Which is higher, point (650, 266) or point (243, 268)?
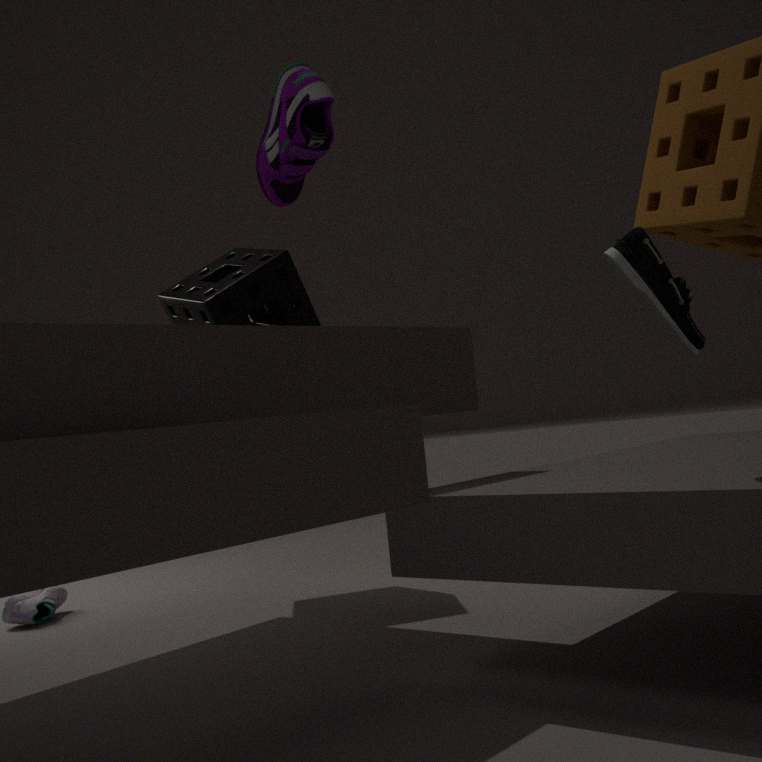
point (243, 268)
